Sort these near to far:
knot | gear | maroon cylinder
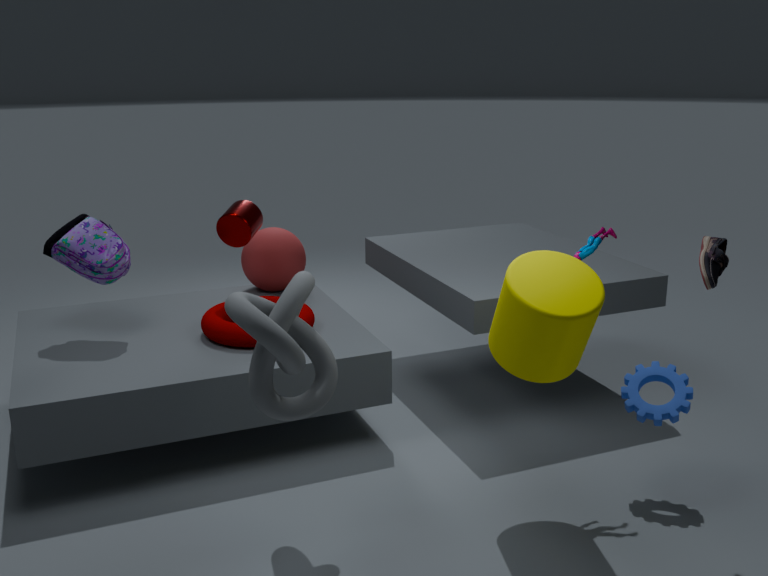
knot, gear, maroon cylinder
